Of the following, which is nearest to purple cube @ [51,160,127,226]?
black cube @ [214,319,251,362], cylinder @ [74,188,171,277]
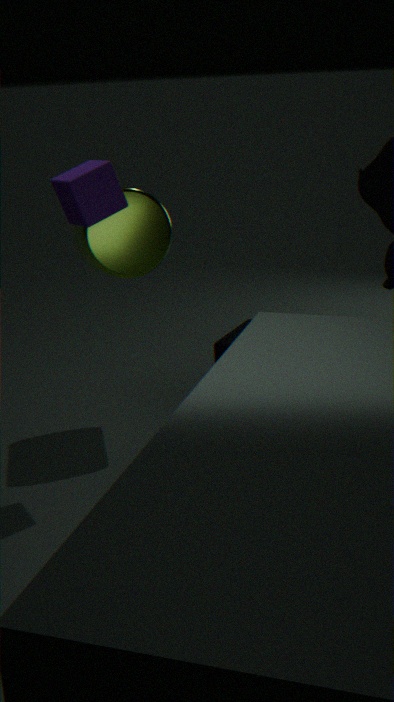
cylinder @ [74,188,171,277]
